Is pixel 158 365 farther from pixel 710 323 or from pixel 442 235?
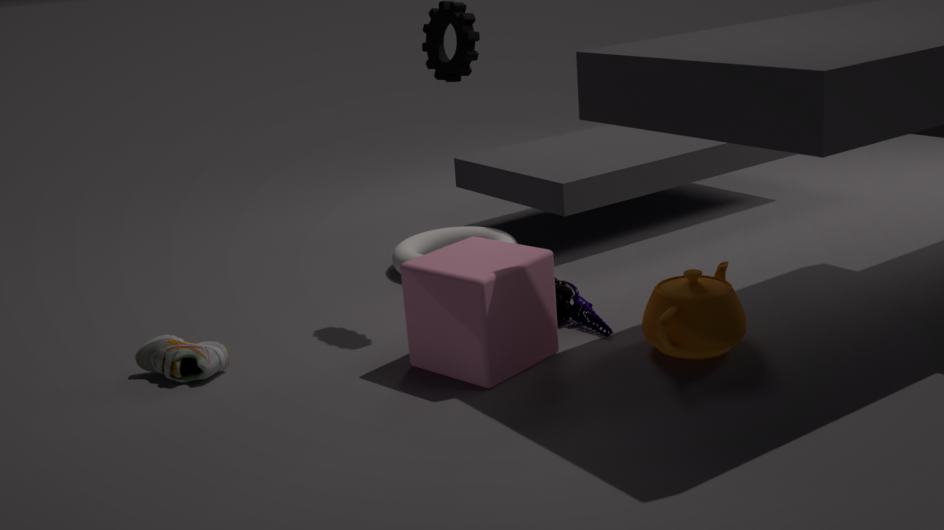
pixel 710 323
